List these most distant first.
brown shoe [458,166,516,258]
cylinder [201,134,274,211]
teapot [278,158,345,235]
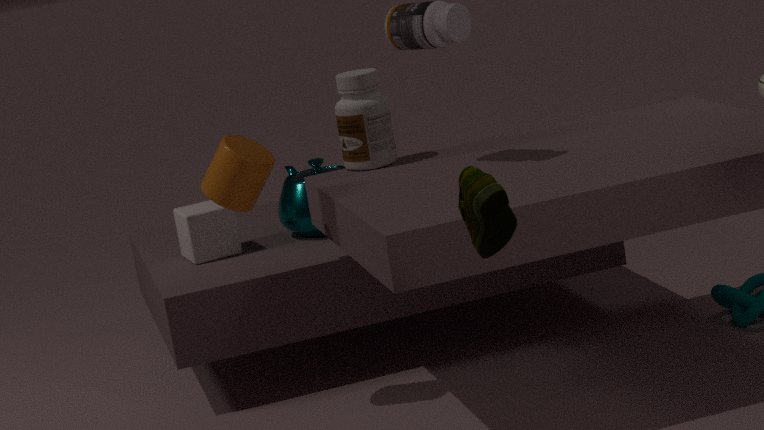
teapot [278,158,345,235] < cylinder [201,134,274,211] < brown shoe [458,166,516,258]
